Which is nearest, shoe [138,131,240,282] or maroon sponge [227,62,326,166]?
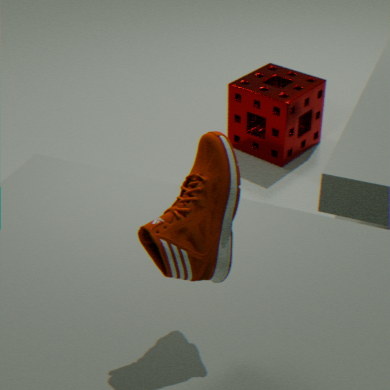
shoe [138,131,240,282]
